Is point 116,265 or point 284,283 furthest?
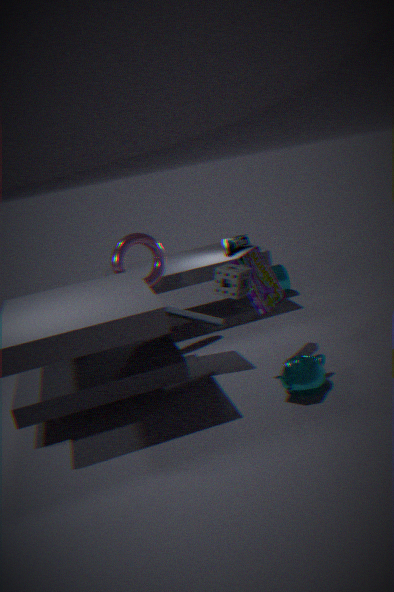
point 284,283
